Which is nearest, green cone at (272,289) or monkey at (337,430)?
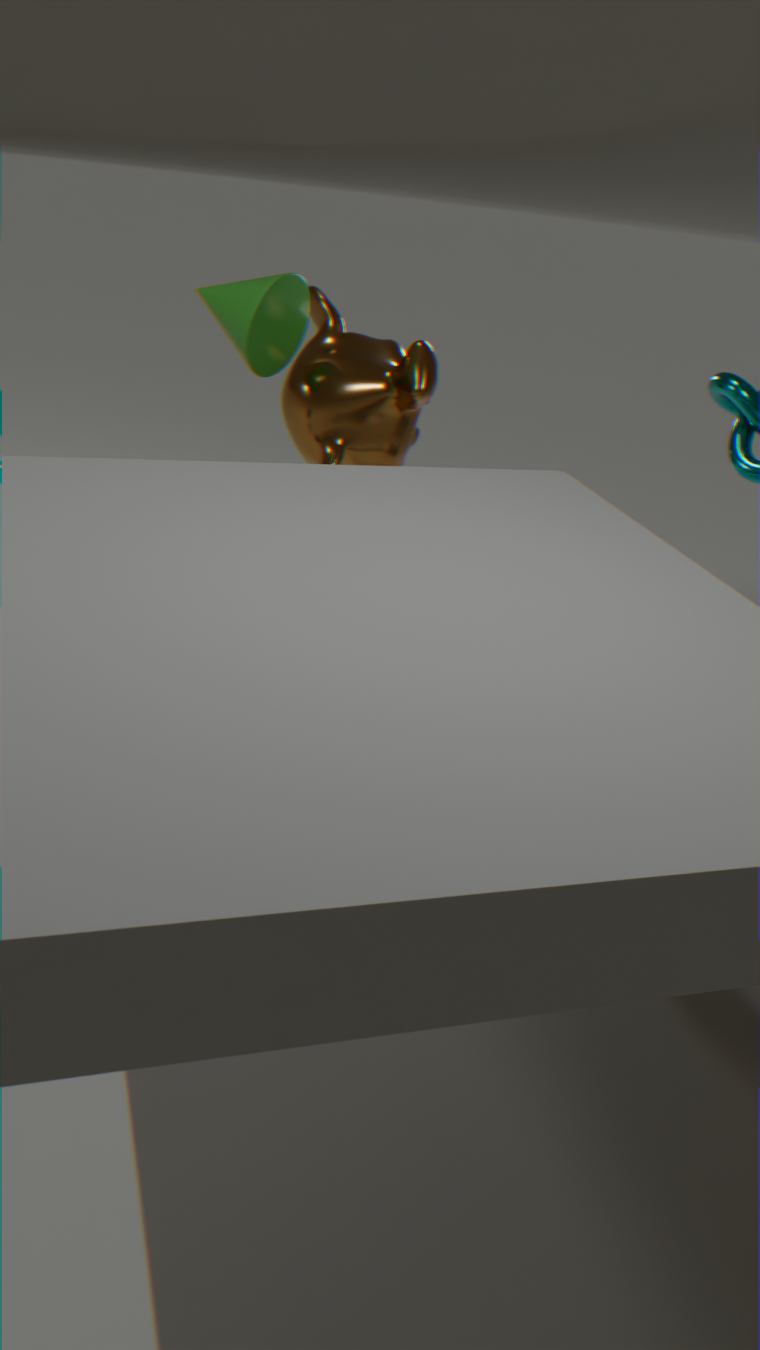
green cone at (272,289)
